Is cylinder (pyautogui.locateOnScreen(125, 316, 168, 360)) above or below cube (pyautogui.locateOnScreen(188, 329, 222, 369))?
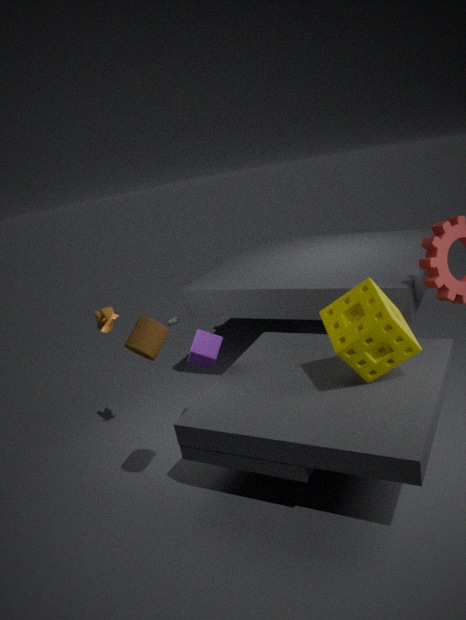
above
